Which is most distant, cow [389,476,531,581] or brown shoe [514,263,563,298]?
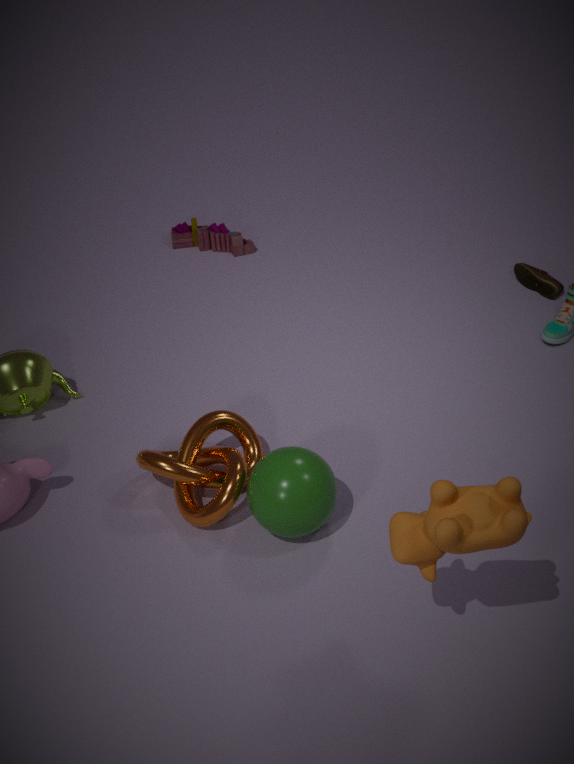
brown shoe [514,263,563,298]
